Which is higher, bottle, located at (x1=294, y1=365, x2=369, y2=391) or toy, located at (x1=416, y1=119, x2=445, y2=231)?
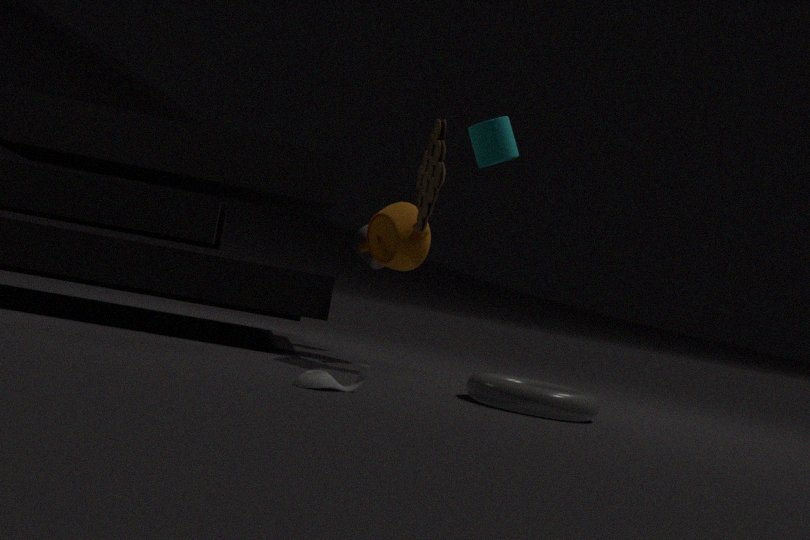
toy, located at (x1=416, y1=119, x2=445, y2=231)
